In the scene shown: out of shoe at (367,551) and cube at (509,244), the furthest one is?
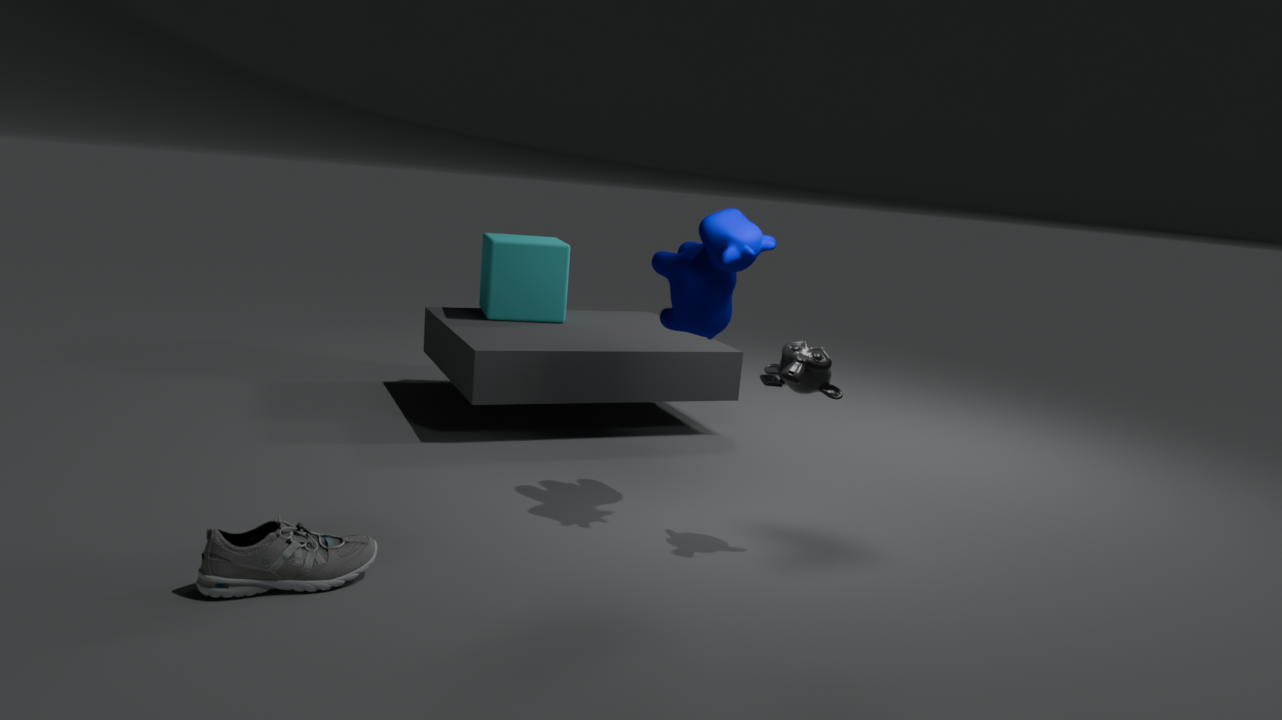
cube at (509,244)
